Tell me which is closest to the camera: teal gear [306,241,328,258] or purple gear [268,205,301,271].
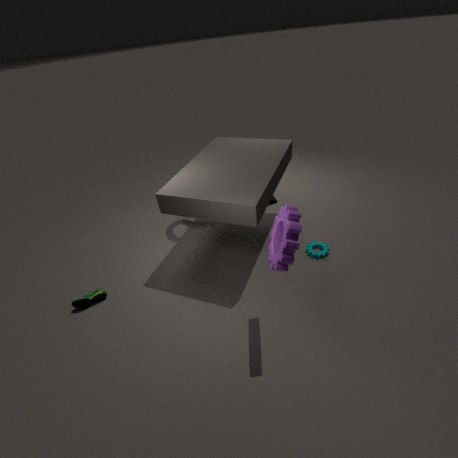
purple gear [268,205,301,271]
